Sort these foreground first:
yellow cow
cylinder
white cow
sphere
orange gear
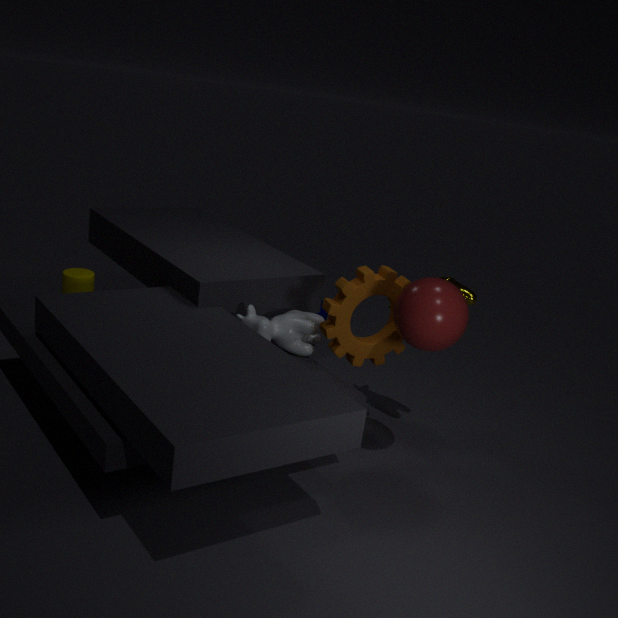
sphere < orange gear < white cow < yellow cow < cylinder
